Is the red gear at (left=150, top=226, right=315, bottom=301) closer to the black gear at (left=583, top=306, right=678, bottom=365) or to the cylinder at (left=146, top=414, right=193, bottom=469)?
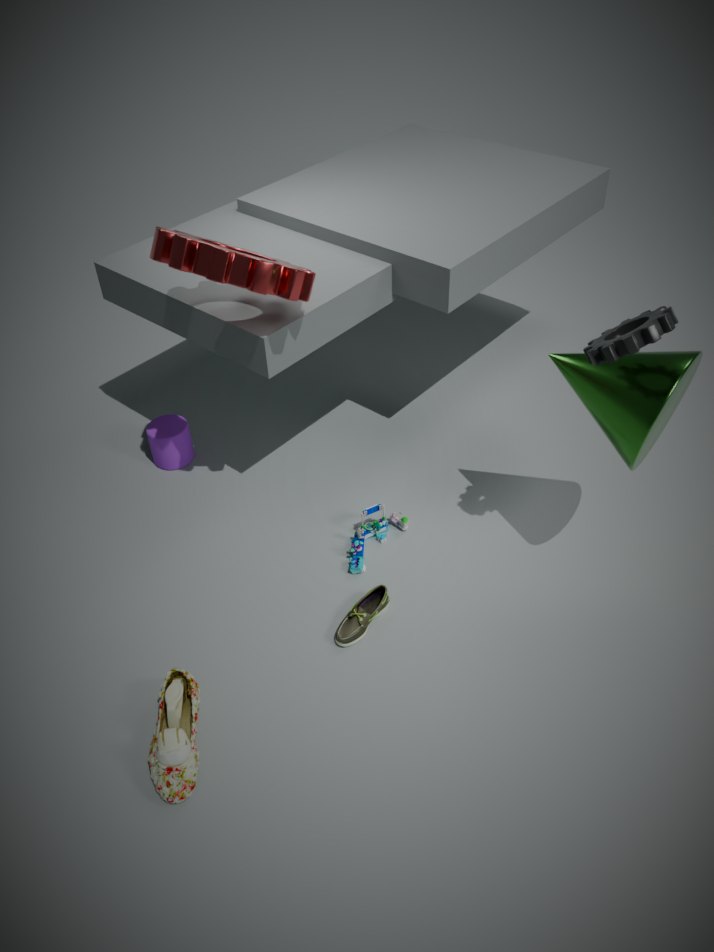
the cylinder at (left=146, top=414, right=193, bottom=469)
